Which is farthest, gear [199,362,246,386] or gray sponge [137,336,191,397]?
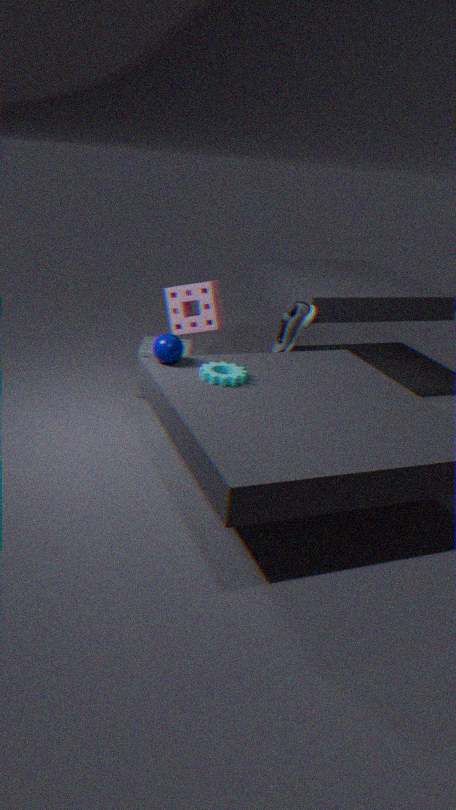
gray sponge [137,336,191,397]
